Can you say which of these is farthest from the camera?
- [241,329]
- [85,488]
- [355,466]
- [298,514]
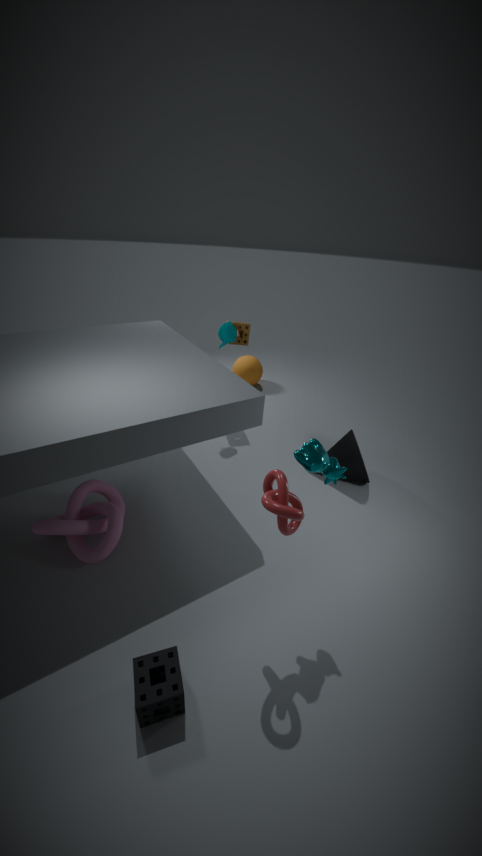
[241,329]
